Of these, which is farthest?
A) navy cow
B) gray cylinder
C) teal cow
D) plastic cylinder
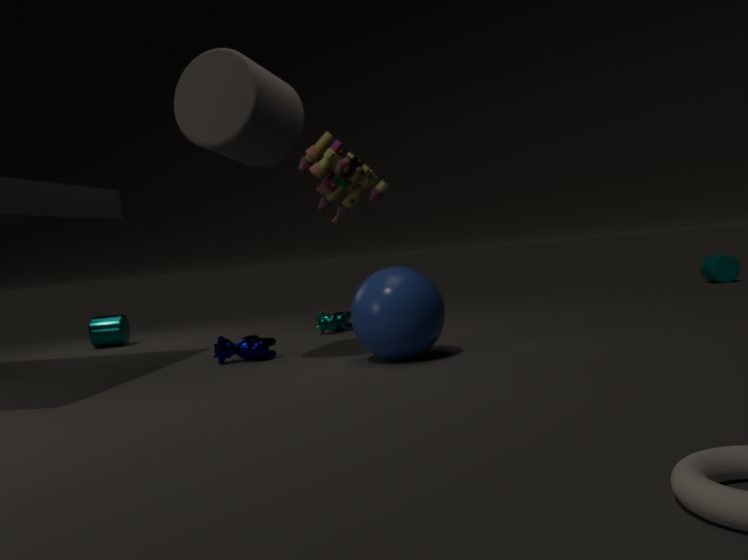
plastic cylinder
